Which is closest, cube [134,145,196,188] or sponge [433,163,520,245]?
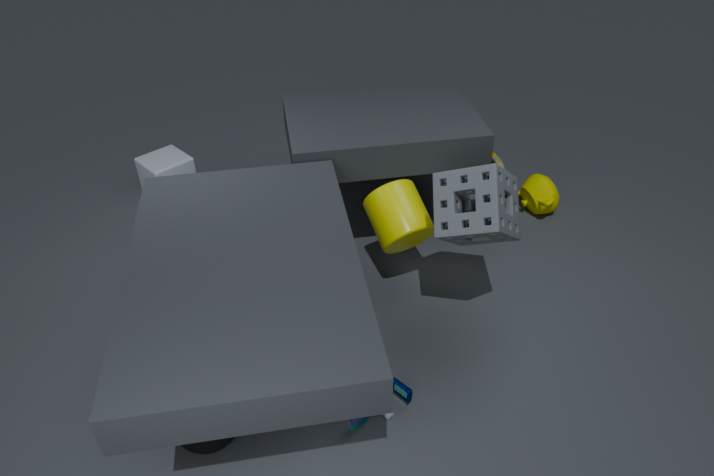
sponge [433,163,520,245]
